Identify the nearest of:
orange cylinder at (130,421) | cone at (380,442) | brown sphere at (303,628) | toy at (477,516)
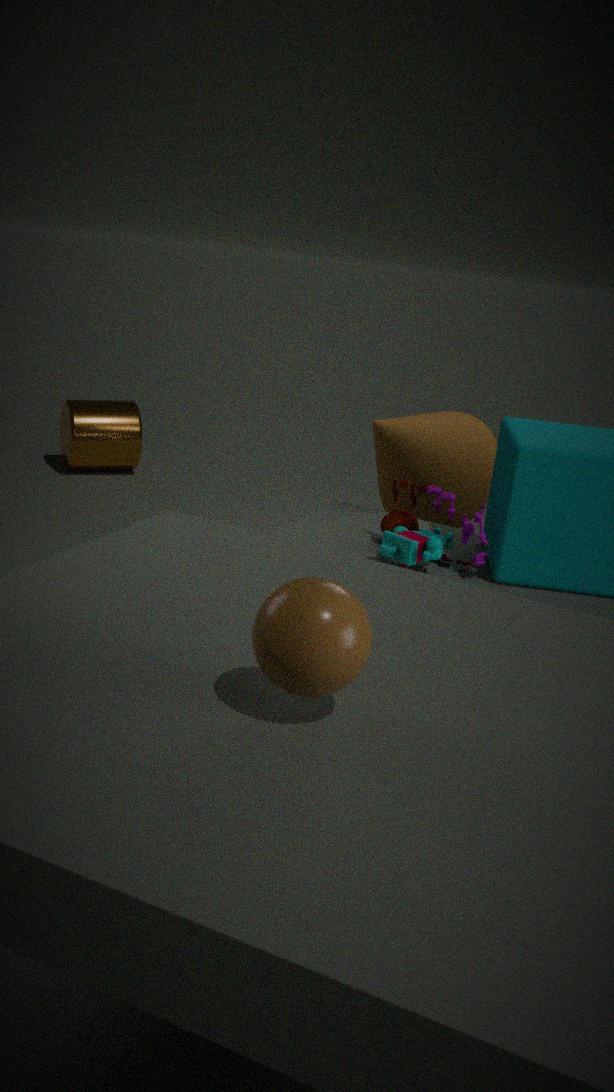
brown sphere at (303,628)
